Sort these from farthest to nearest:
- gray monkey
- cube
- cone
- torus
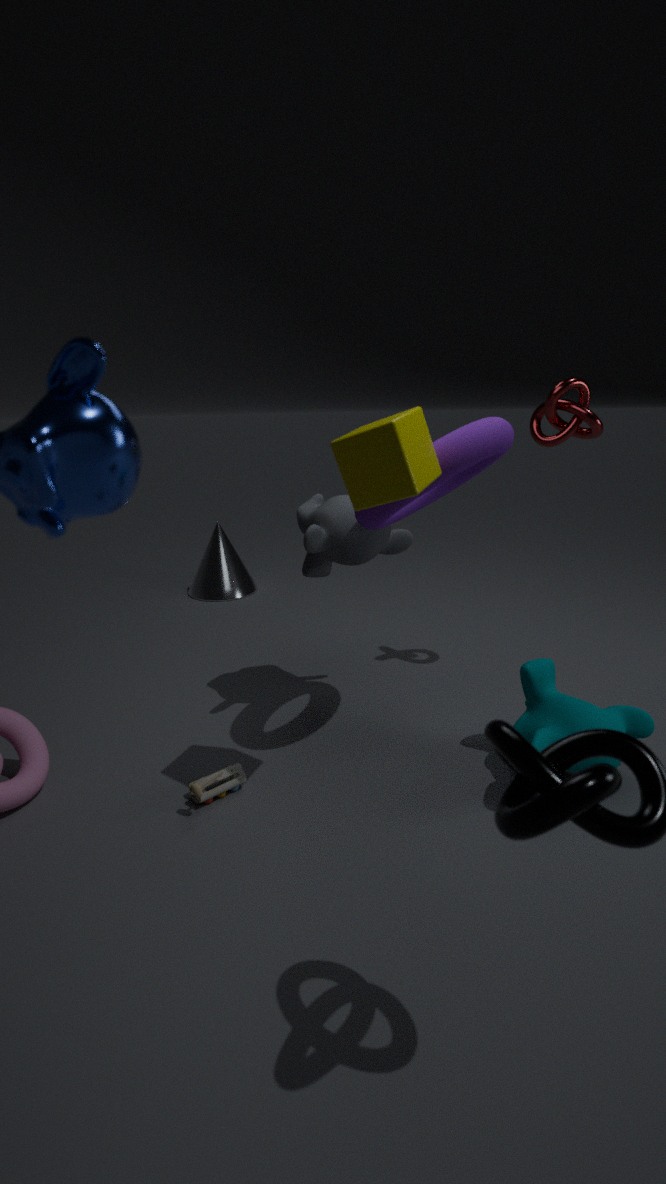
cone
gray monkey
torus
cube
